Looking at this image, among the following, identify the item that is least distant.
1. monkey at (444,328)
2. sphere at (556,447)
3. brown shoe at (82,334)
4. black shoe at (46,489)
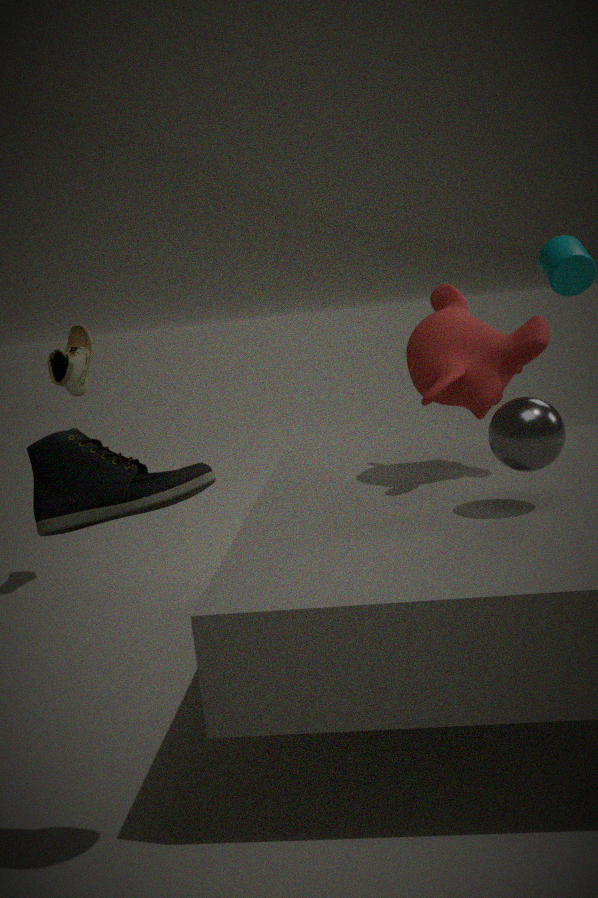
black shoe at (46,489)
